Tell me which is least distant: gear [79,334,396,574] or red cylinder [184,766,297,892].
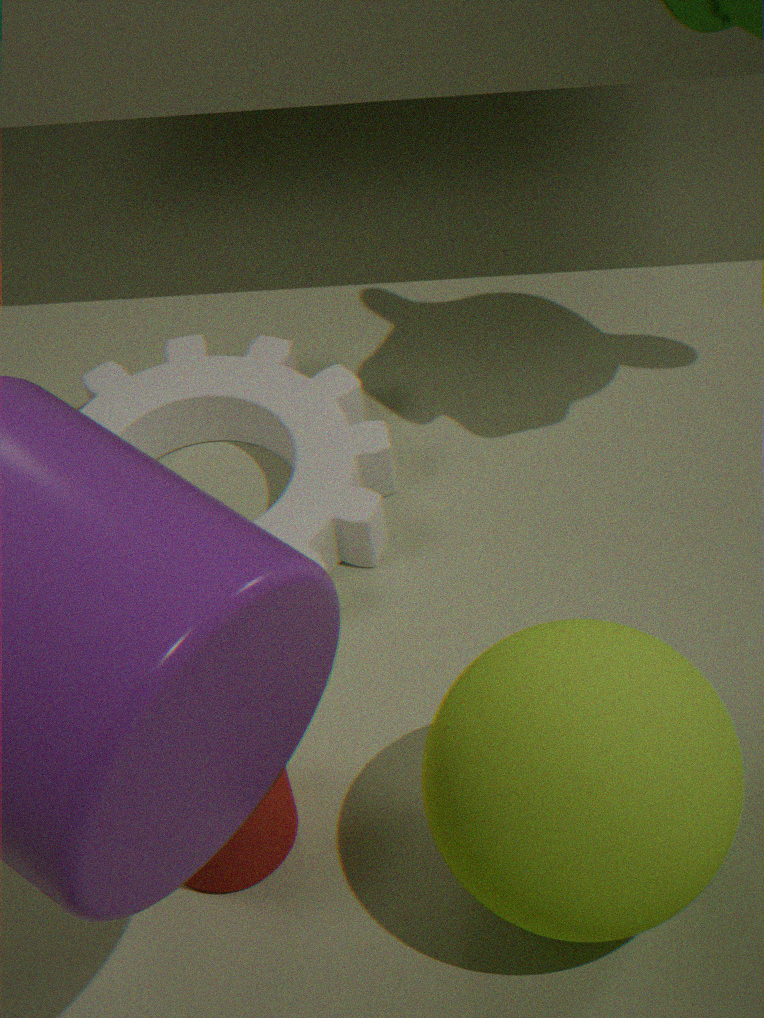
red cylinder [184,766,297,892]
